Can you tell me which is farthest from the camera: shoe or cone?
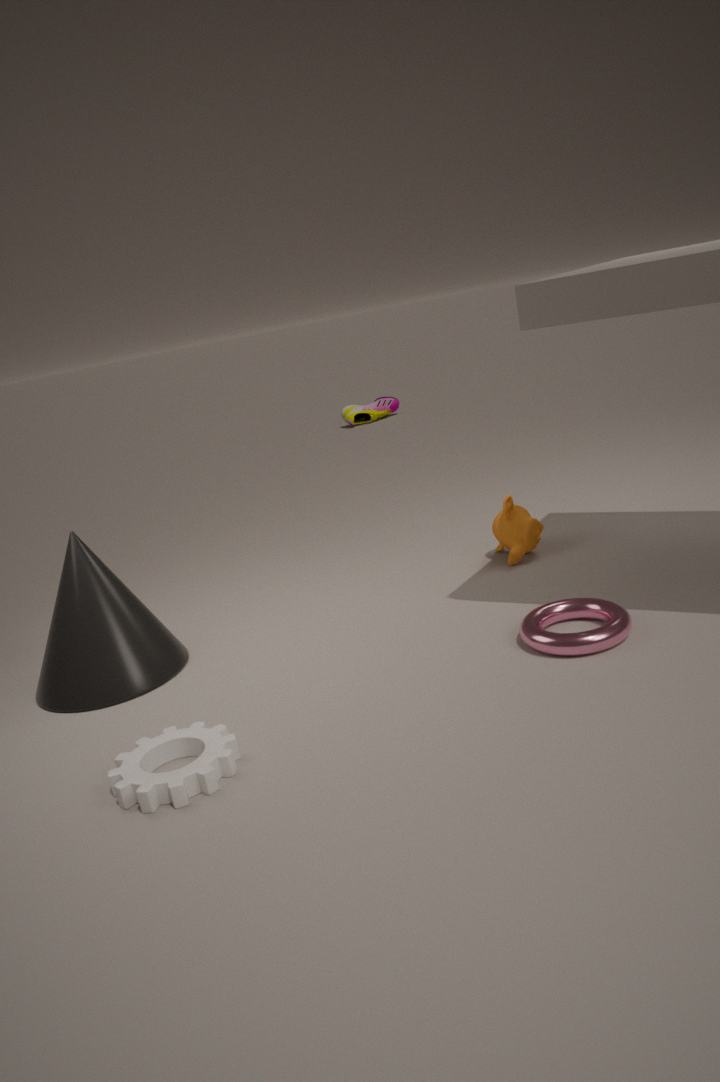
shoe
